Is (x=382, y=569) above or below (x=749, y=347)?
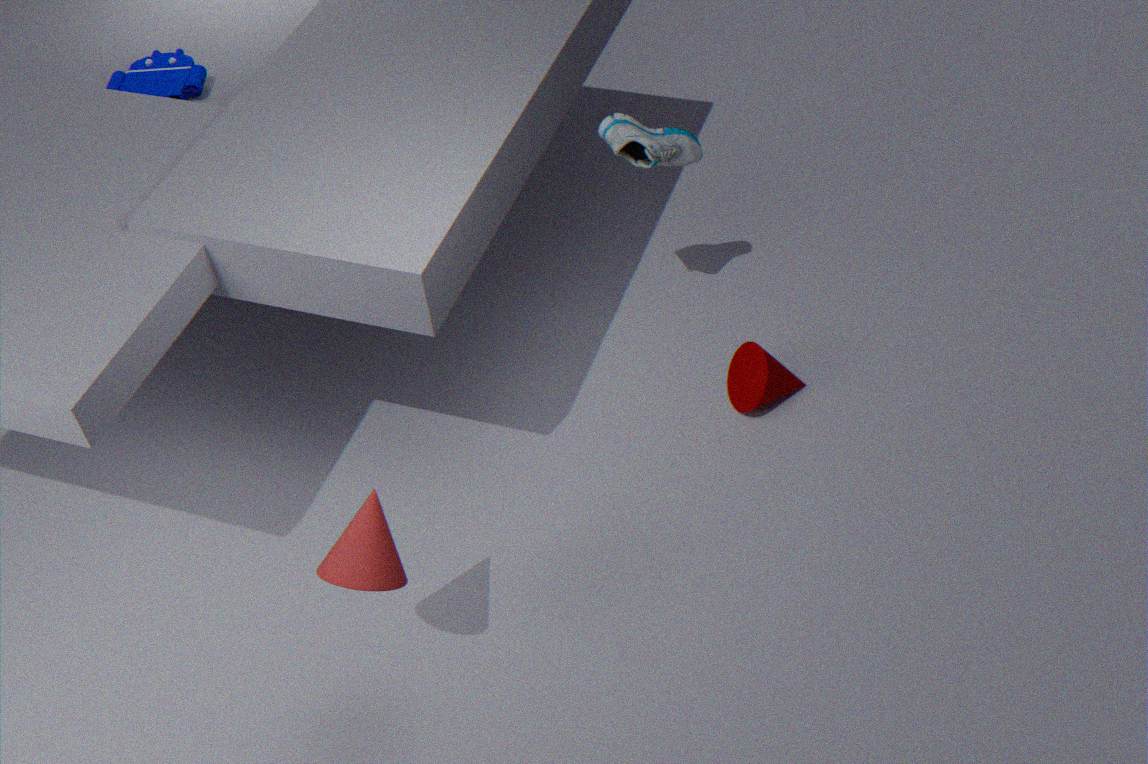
above
